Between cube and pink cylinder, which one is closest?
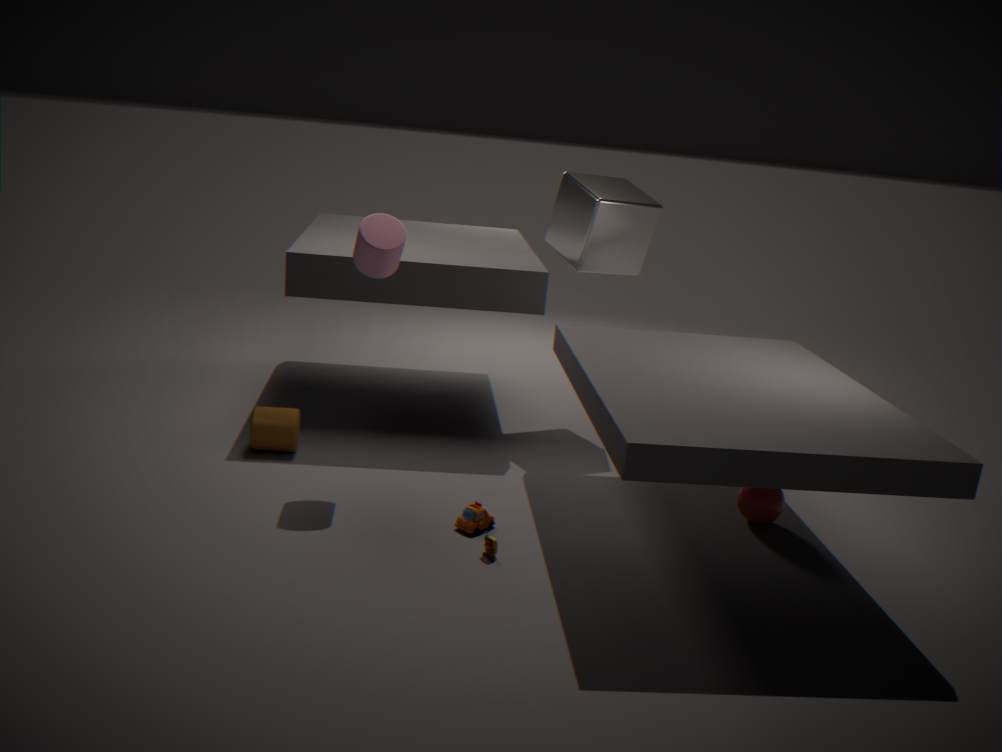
pink cylinder
